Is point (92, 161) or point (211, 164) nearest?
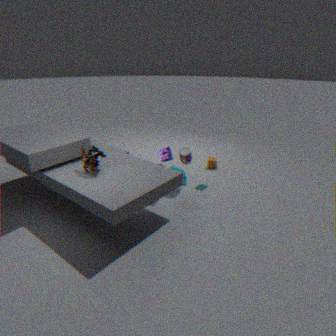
point (92, 161)
